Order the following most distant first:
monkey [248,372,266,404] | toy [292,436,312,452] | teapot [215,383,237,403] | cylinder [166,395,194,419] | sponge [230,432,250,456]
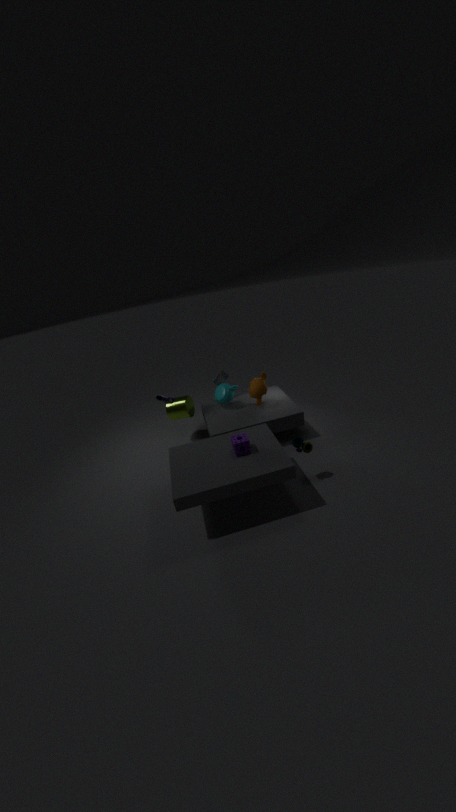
cylinder [166,395,194,419] → teapot [215,383,237,403] → monkey [248,372,266,404] → toy [292,436,312,452] → sponge [230,432,250,456]
